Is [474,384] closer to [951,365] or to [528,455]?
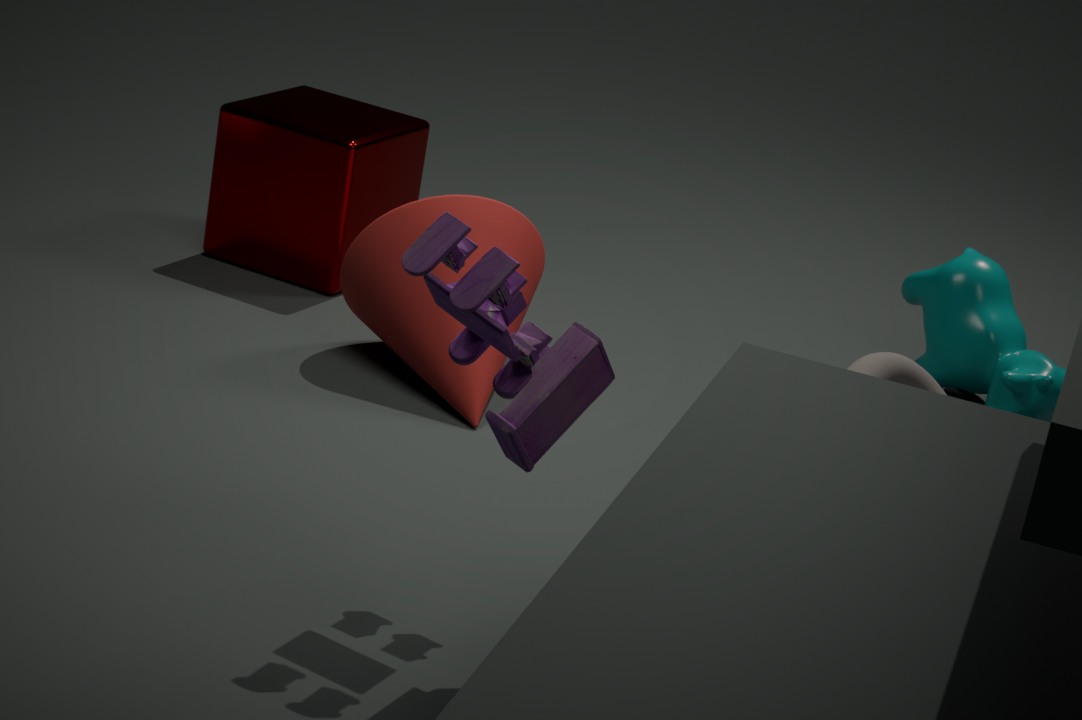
[528,455]
